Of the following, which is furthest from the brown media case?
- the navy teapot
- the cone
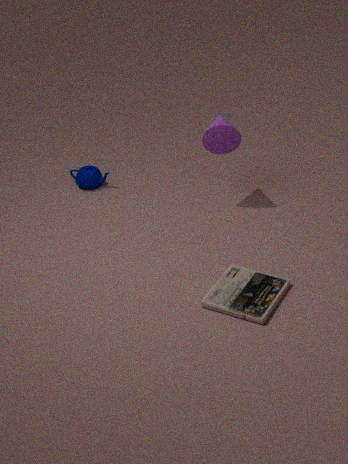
the navy teapot
